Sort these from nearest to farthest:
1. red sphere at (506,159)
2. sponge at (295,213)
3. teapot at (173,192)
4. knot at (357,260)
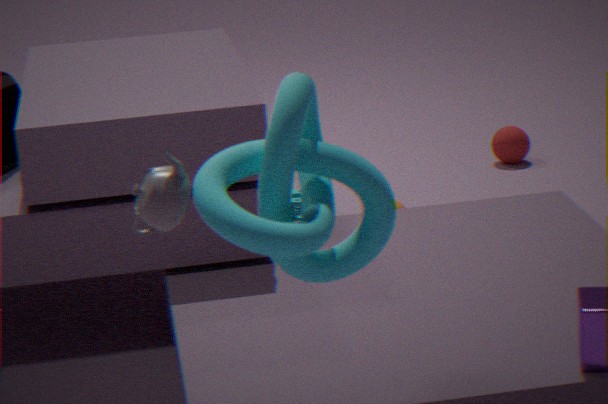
knot at (357,260) < teapot at (173,192) < sponge at (295,213) < red sphere at (506,159)
